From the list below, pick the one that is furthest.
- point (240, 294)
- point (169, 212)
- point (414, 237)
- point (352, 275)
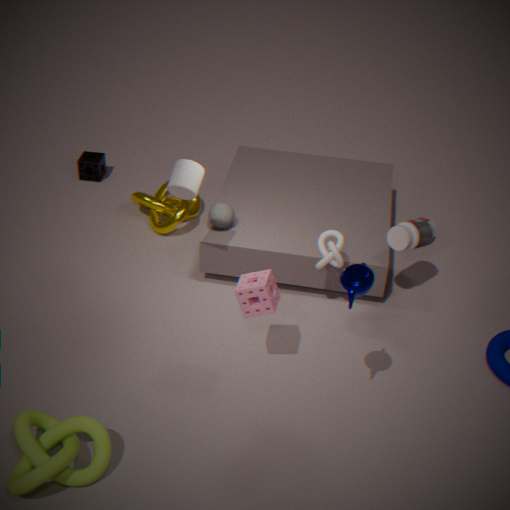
point (169, 212)
